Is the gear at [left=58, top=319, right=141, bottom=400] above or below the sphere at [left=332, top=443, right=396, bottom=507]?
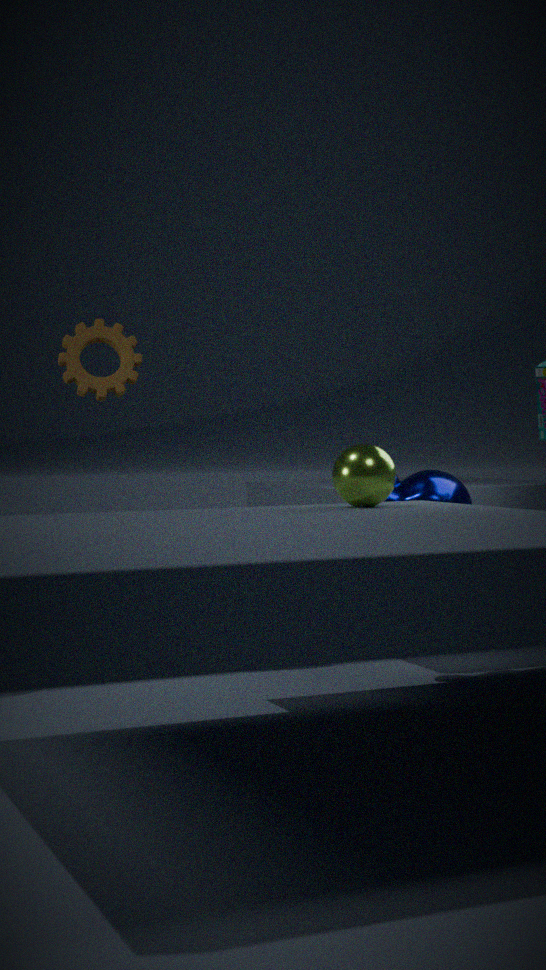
above
